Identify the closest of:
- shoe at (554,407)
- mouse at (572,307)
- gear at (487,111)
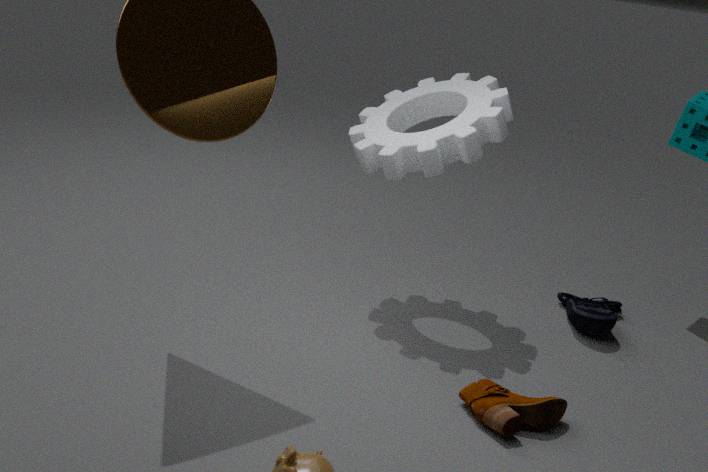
shoe at (554,407)
